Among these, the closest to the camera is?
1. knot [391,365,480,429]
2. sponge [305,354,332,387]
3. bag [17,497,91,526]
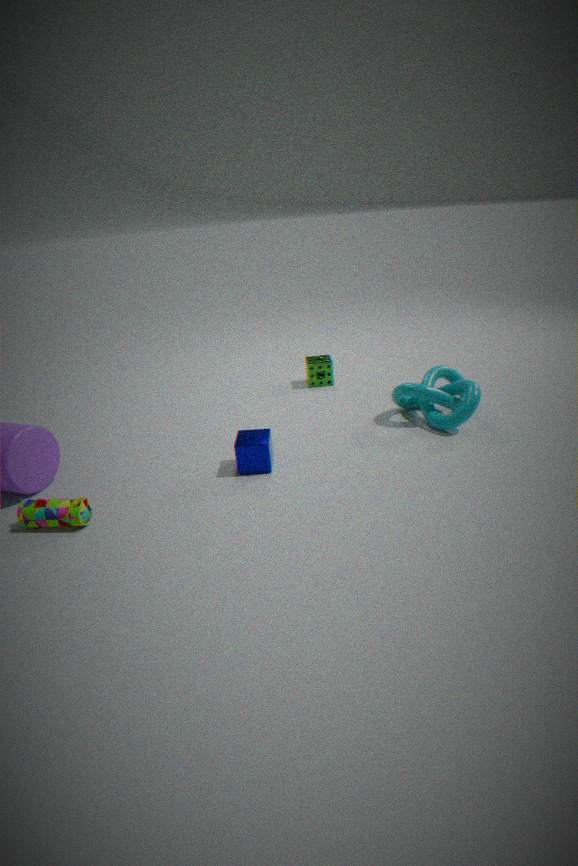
bag [17,497,91,526]
